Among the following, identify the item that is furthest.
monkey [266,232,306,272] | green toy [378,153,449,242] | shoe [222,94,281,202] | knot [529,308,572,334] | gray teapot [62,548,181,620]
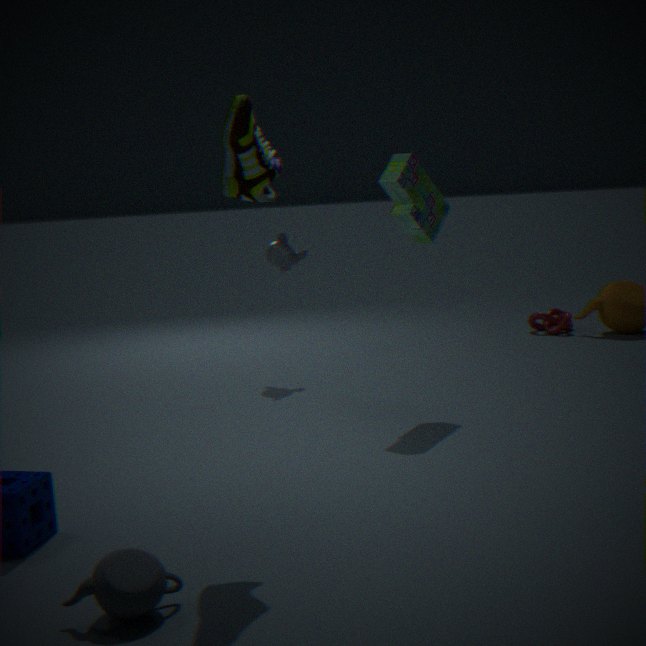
knot [529,308,572,334]
